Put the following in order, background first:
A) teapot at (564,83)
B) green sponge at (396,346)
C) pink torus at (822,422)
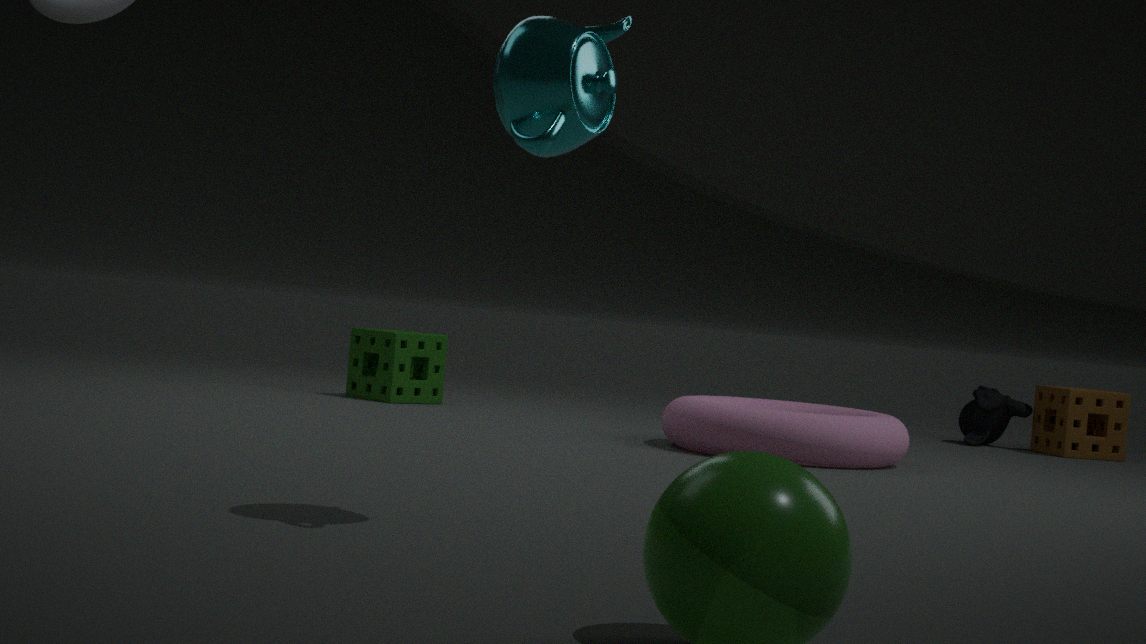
green sponge at (396,346), pink torus at (822,422), teapot at (564,83)
